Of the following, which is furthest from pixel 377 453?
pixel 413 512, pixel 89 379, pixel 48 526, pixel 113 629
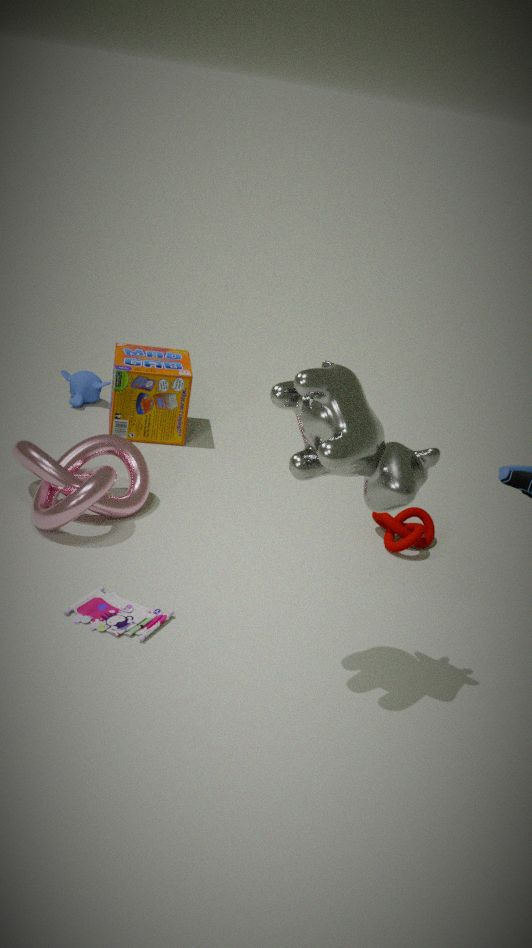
pixel 89 379
